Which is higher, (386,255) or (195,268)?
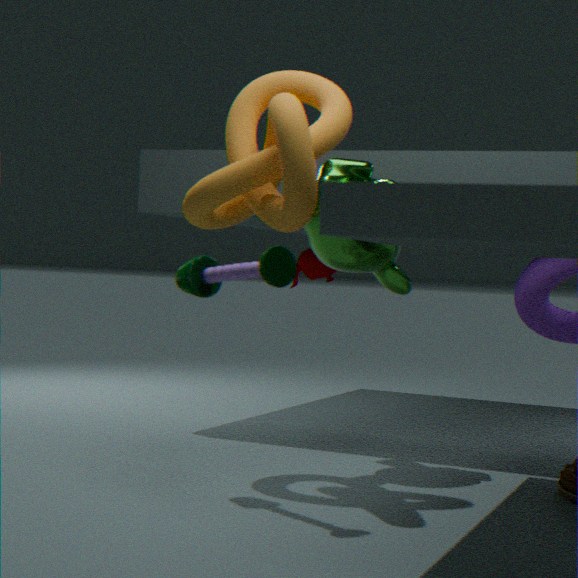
(386,255)
